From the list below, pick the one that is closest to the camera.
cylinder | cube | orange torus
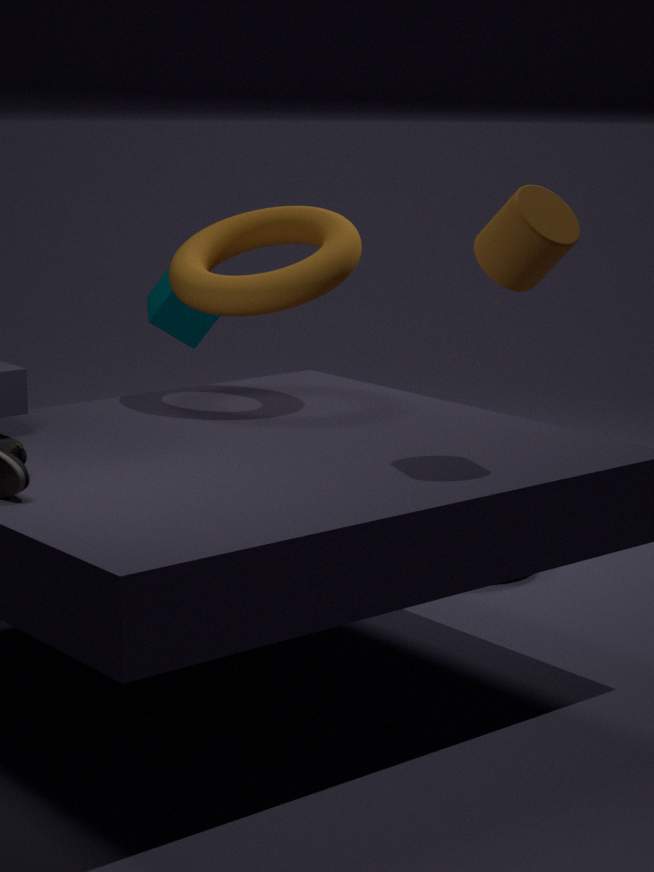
cylinder
